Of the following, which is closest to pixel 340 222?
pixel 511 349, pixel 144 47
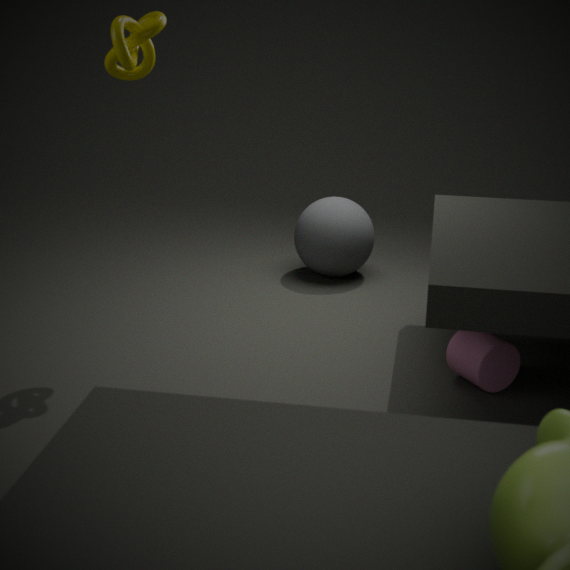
pixel 511 349
